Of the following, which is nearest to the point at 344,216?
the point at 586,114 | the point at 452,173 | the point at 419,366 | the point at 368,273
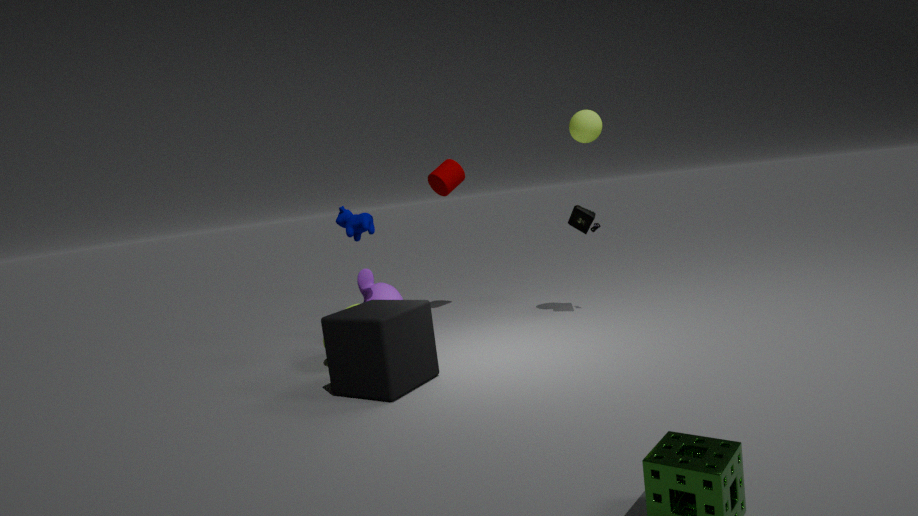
the point at 368,273
